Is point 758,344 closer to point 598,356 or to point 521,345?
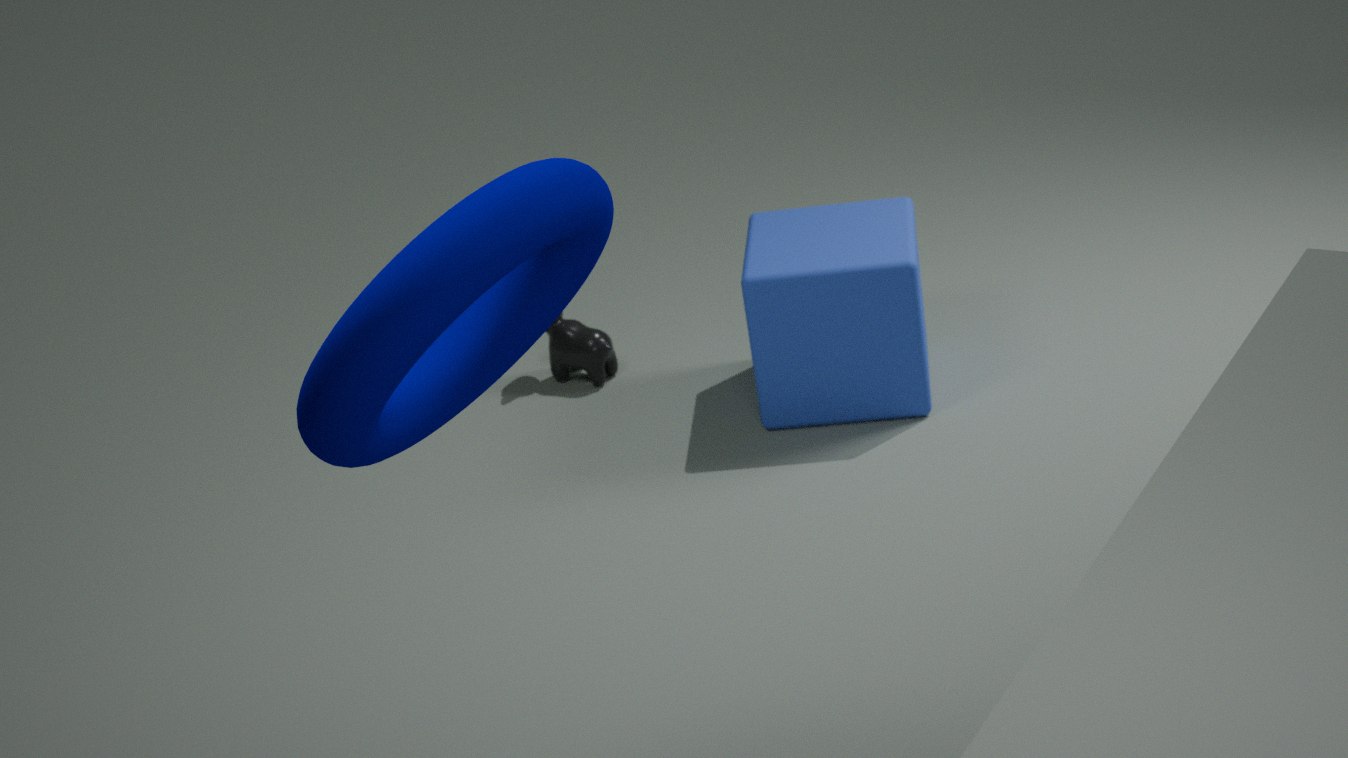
point 598,356
